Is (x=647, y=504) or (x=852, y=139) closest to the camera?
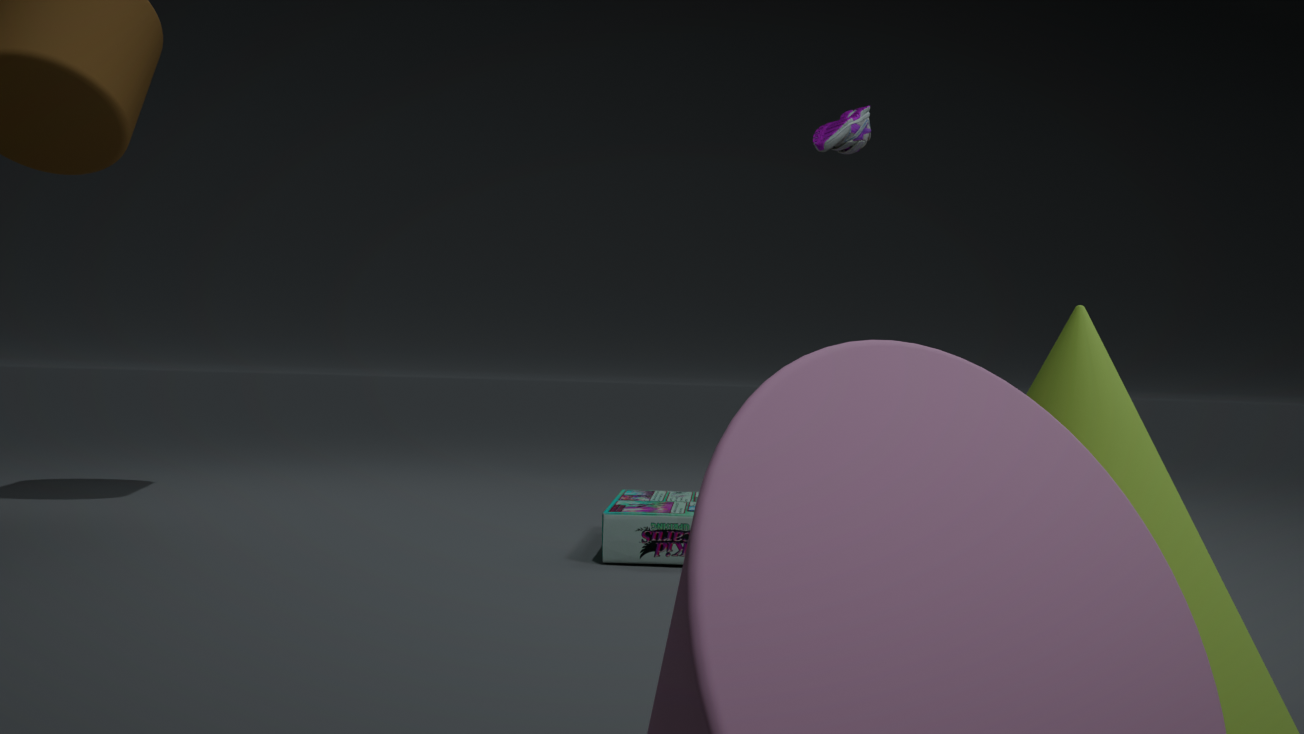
(x=647, y=504)
